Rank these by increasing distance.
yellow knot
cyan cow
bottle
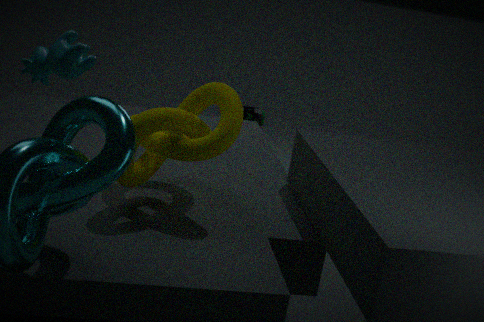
cyan cow → yellow knot → bottle
